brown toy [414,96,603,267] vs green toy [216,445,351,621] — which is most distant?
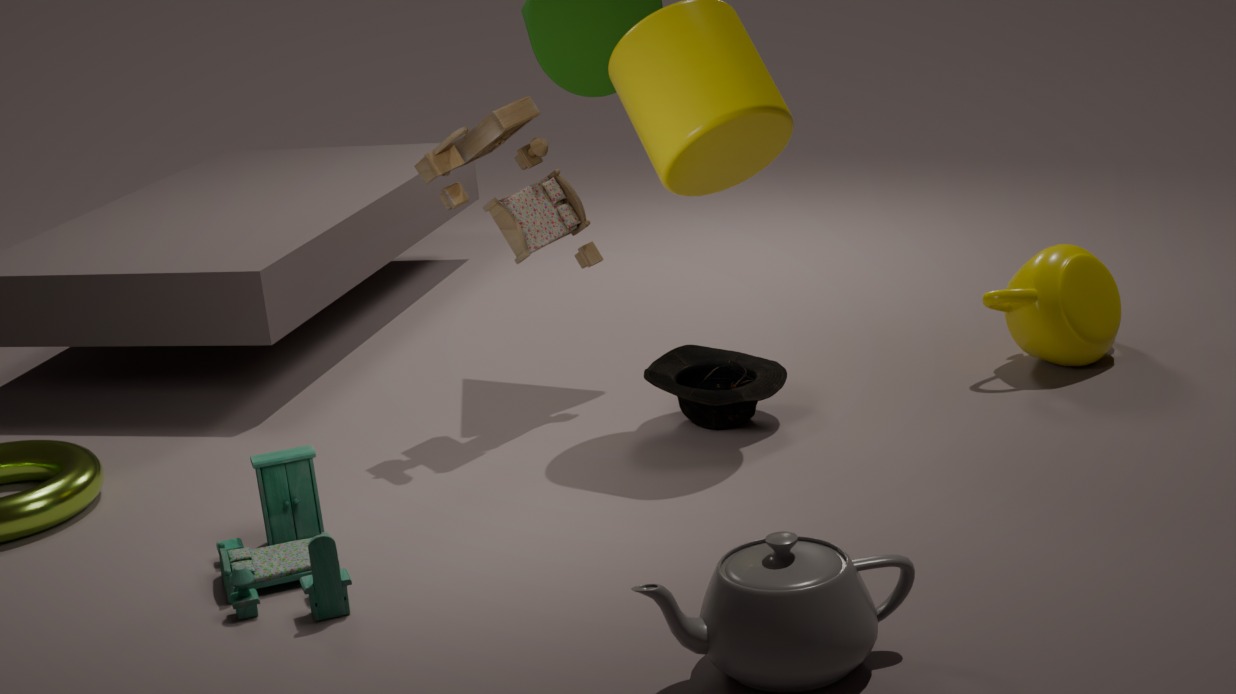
brown toy [414,96,603,267]
